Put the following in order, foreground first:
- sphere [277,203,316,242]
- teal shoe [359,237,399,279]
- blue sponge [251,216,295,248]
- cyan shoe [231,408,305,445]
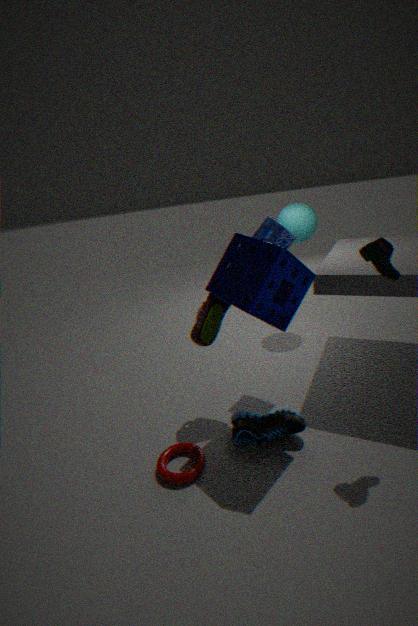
teal shoe [359,237,399,279] → cyan shoe [231,408,305,445] → blue sponge [251,216,295,248] → sphere [277,203,316,242]
